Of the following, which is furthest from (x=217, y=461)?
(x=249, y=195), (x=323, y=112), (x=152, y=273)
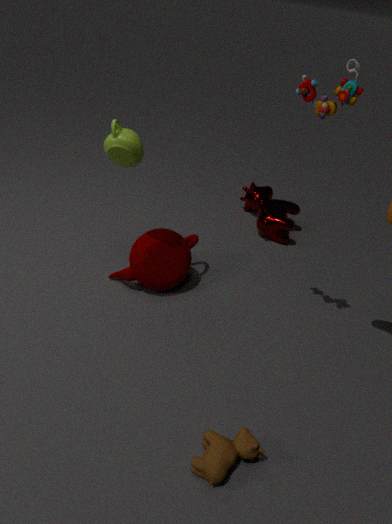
(x=249, y=195)
